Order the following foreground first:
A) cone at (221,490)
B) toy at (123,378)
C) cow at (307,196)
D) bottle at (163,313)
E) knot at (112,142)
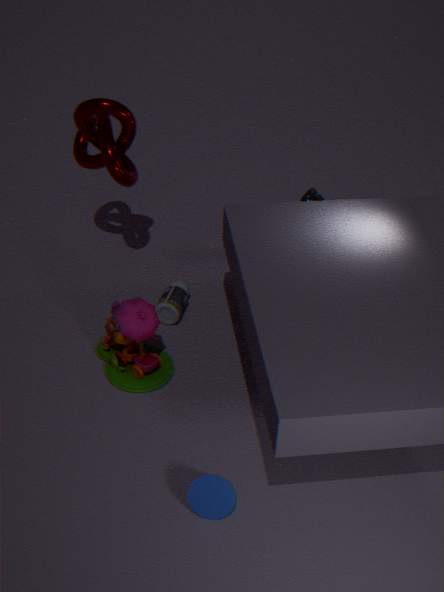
1. cone at (221,490)
2. toy at (123,378)
3. knot at (112,142)
4. bottle at (163,313)
5. cow at (307,196)
